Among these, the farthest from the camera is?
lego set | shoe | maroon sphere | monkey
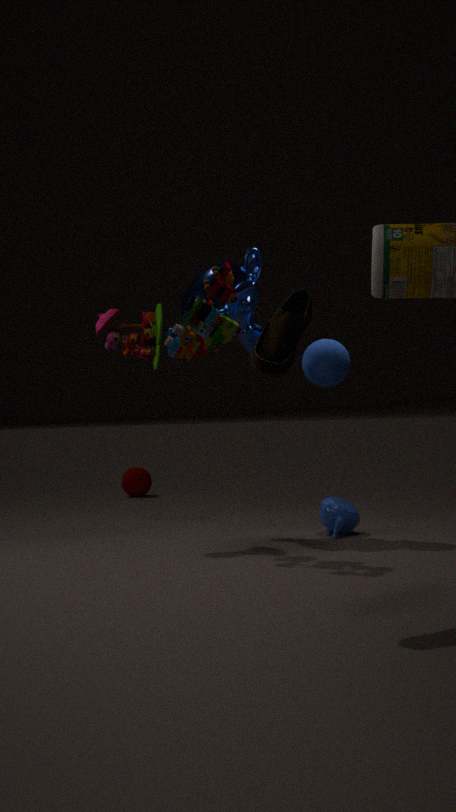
maroon sphere
